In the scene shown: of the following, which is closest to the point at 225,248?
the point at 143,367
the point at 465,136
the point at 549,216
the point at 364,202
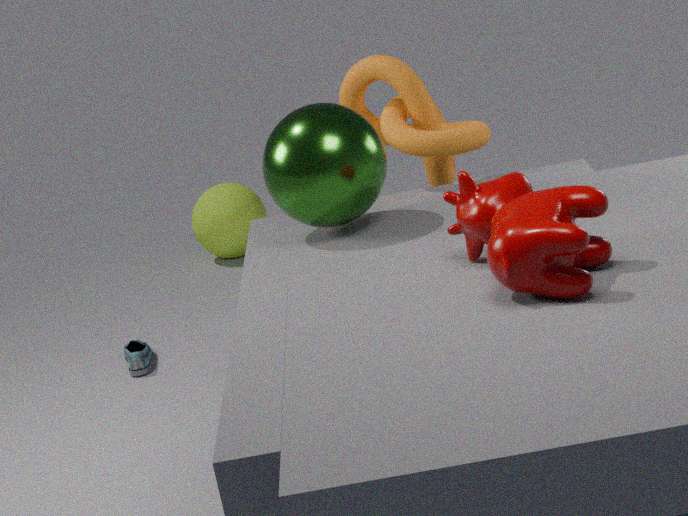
the point at 143,367
